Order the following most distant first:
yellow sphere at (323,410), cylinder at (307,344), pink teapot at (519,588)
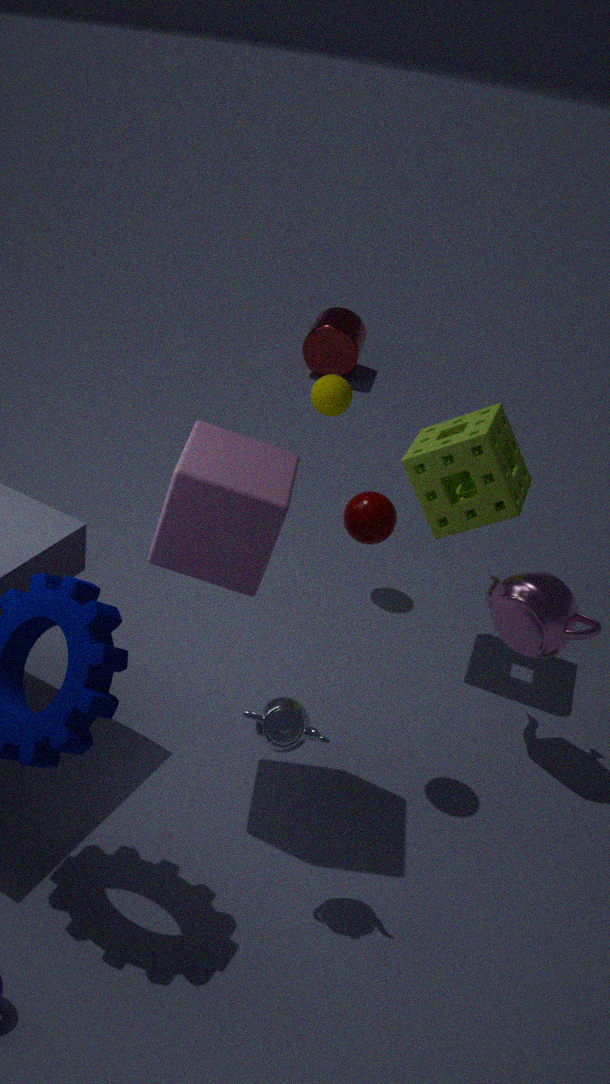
cylinder at (307,344) < yellow sphere at (323,410) < pink teapot at (519,588)
